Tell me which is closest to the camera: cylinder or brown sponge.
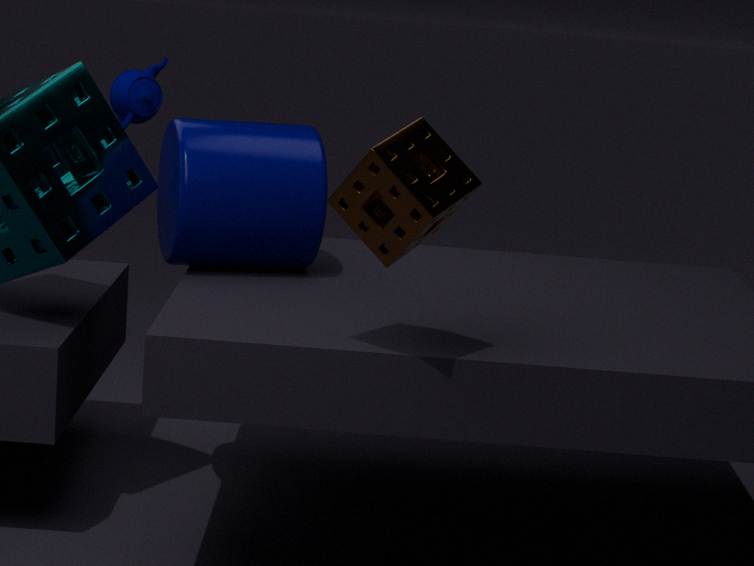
brown sponge
